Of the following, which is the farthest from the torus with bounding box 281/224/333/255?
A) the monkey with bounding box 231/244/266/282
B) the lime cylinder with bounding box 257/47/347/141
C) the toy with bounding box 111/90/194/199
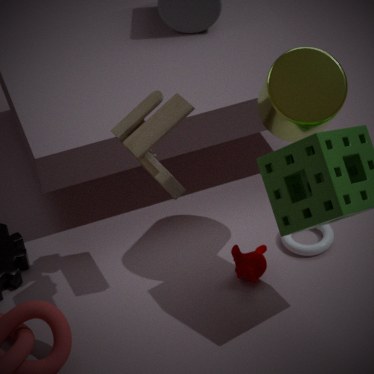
the toy with bounding box 111/90/194/199
